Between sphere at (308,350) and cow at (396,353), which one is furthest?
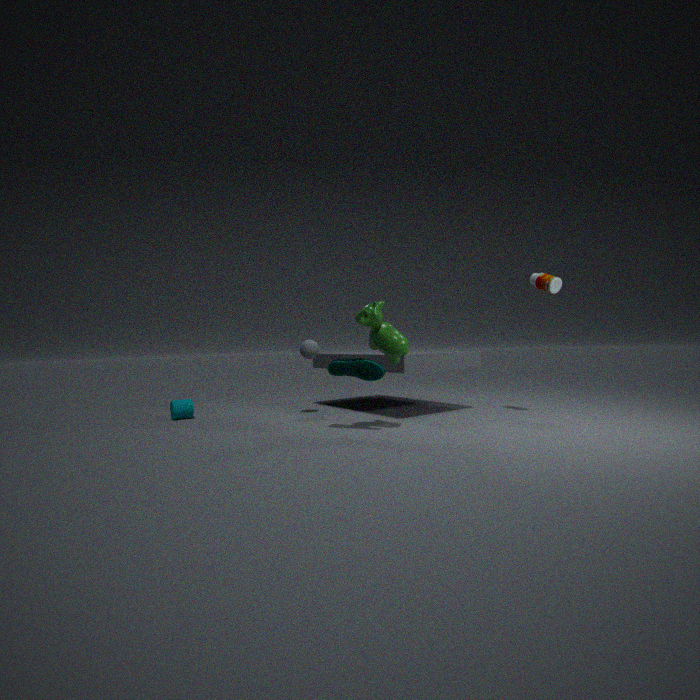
sphere at (308,350)
